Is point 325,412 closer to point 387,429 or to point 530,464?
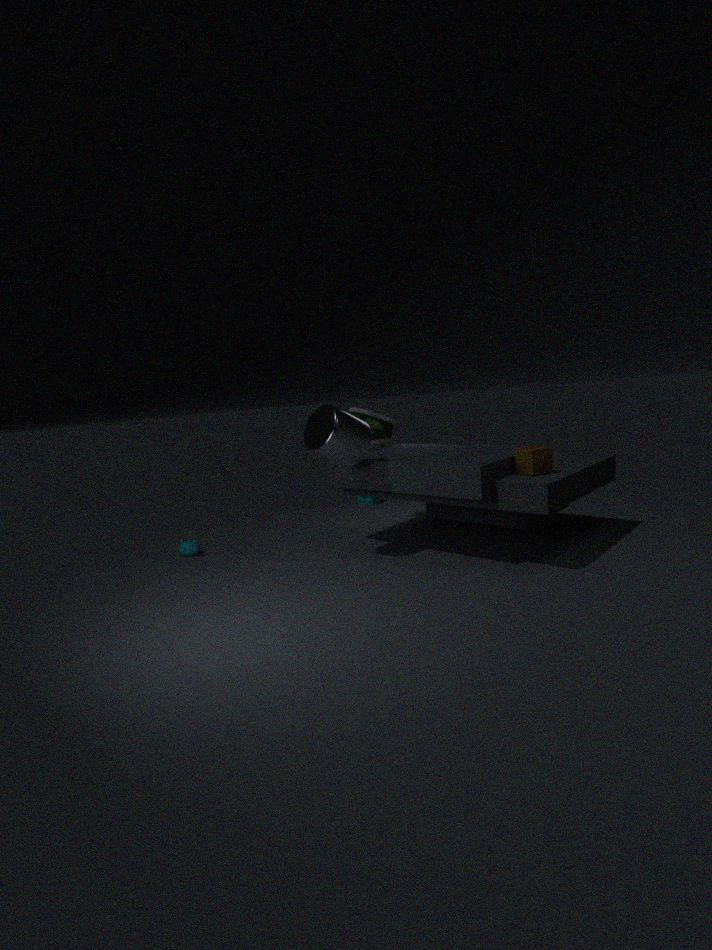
point 387,429
